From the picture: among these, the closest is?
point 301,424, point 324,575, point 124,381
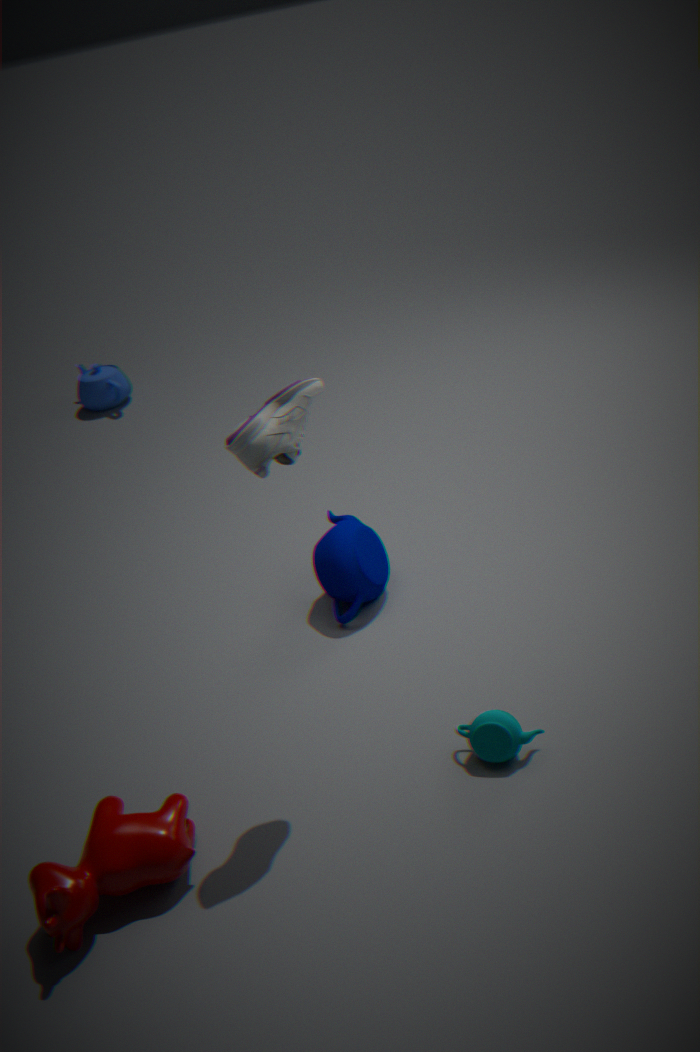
point 301,424
